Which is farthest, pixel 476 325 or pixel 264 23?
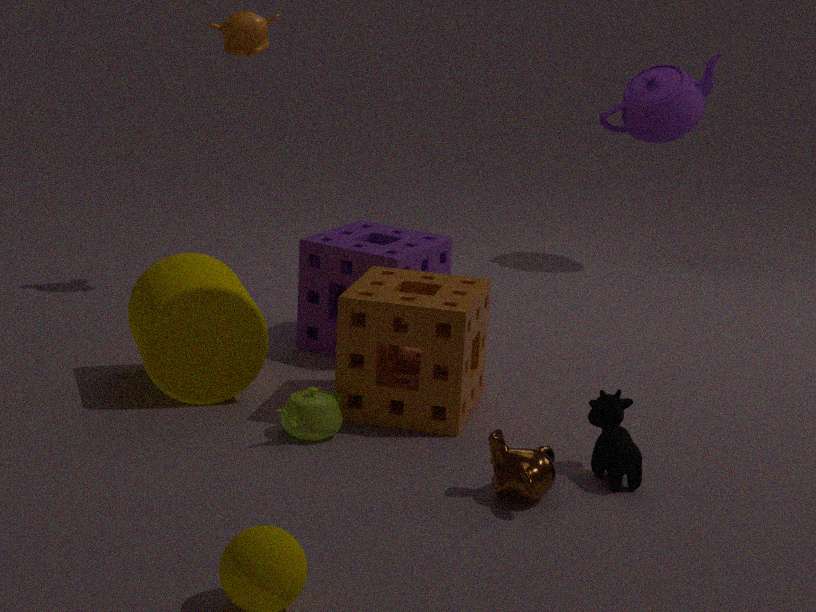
pixel 264 23
